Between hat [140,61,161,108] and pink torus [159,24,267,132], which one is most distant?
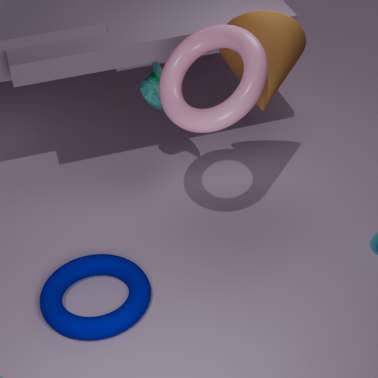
hat [140,61,161,108]
